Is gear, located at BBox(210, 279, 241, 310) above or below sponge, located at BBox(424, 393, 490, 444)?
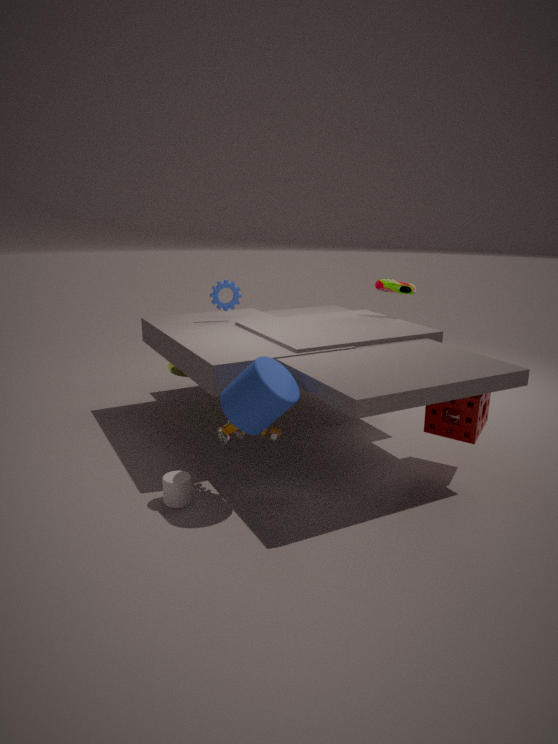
above
